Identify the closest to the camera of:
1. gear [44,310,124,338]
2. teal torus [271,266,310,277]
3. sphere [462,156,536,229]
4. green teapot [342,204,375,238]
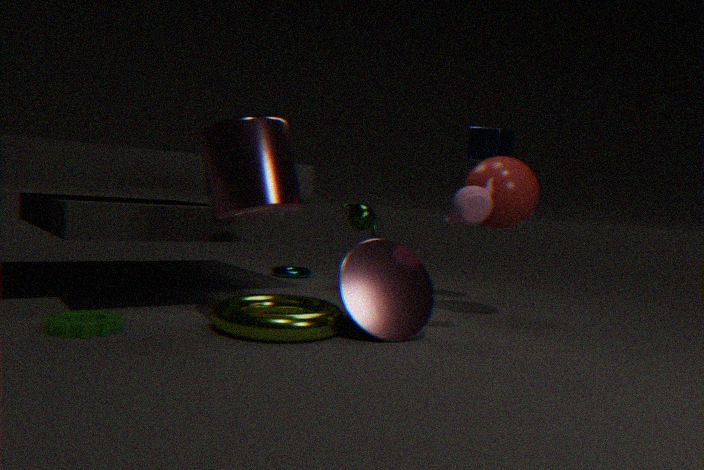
gear [44,310,124,338]
